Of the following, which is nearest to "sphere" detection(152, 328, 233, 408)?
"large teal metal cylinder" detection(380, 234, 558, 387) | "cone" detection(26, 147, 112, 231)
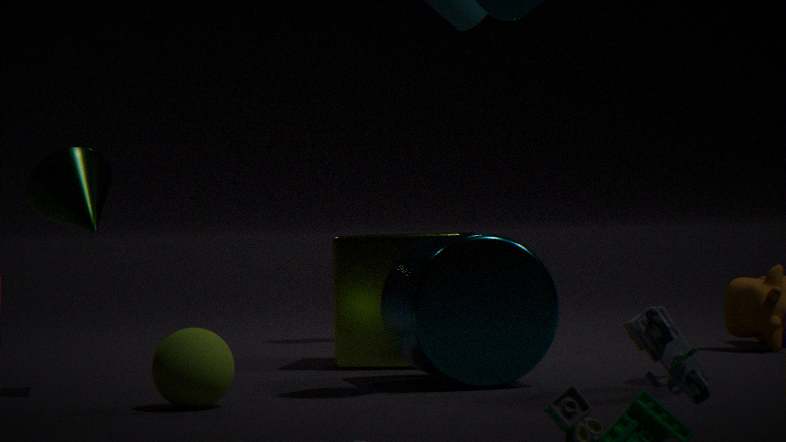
"cone" detection(26, 147, 112, 231)
